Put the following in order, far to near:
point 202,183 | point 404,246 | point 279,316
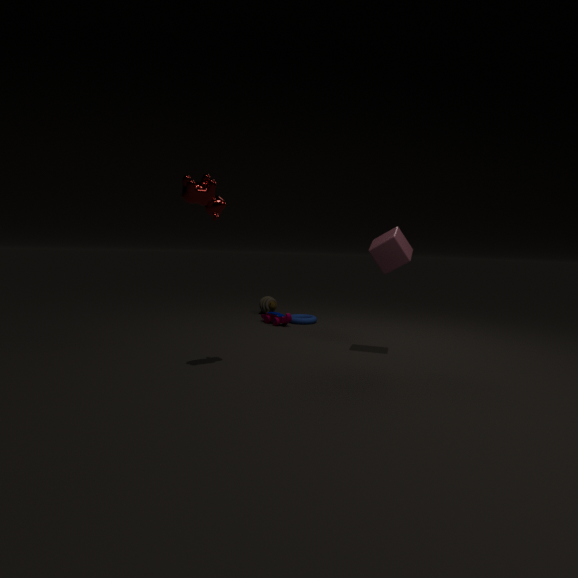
point 279,316 < point 404,246 < point 202,183
